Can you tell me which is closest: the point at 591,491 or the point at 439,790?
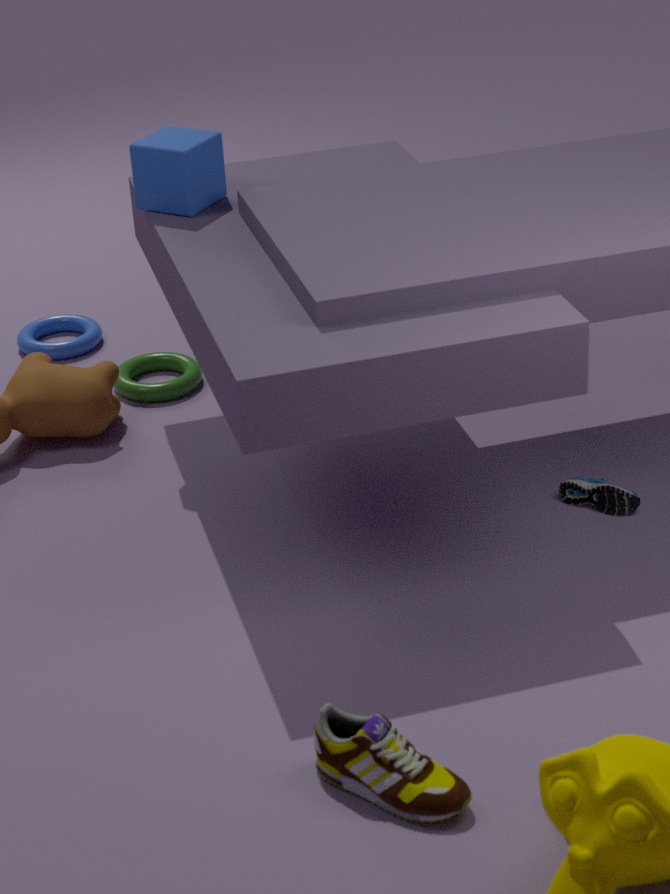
the point at 439,790
